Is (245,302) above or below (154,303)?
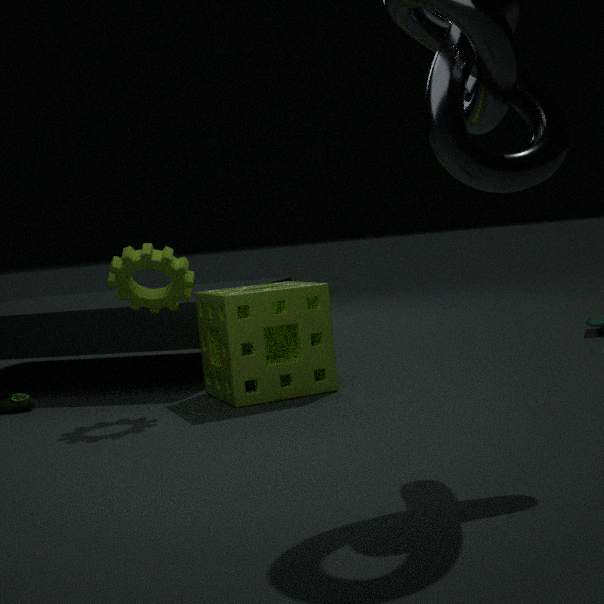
below
